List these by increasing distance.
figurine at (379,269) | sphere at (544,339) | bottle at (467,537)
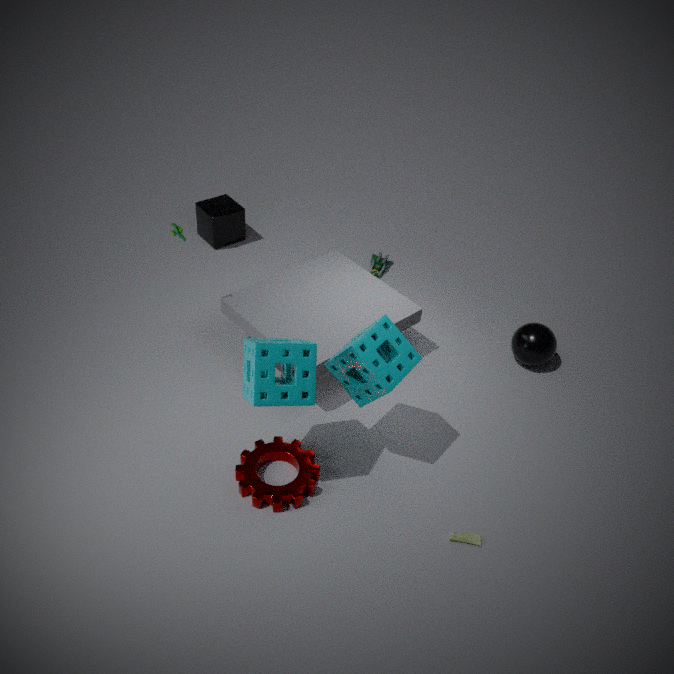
bottle at (467,537) → sphere at (544,339) → figurine at (379,269)
